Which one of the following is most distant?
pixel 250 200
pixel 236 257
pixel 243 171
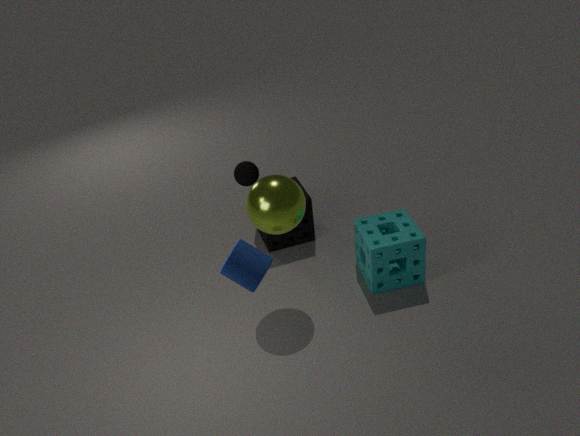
pixel 243 171
